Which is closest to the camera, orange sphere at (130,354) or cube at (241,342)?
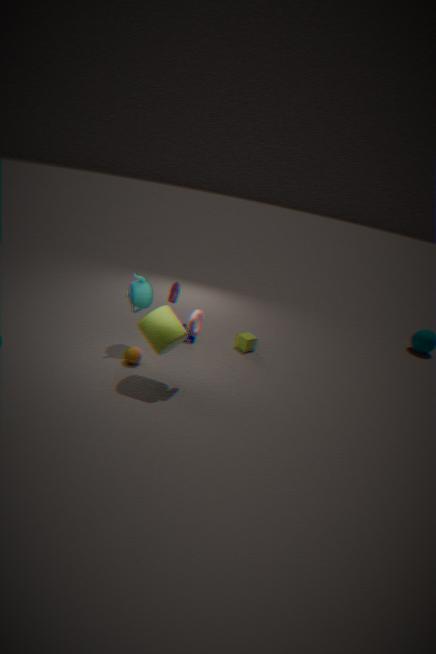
A: orange sphere at (130,354)
